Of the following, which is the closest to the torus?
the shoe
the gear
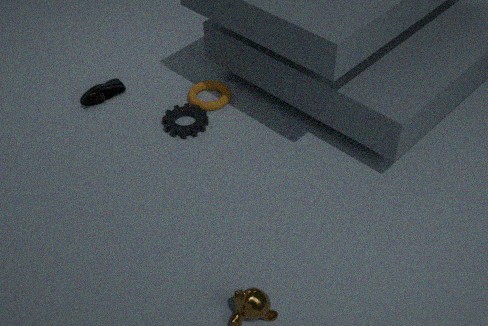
the gear
